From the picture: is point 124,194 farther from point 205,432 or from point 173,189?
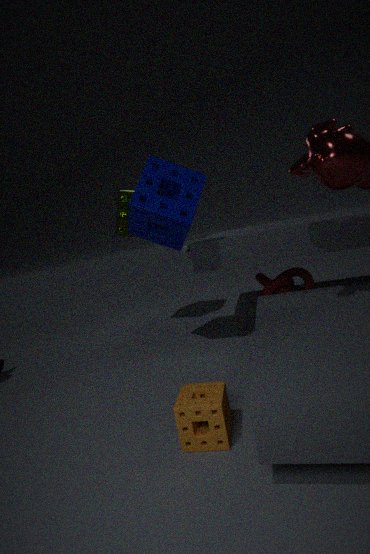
point 205,432
